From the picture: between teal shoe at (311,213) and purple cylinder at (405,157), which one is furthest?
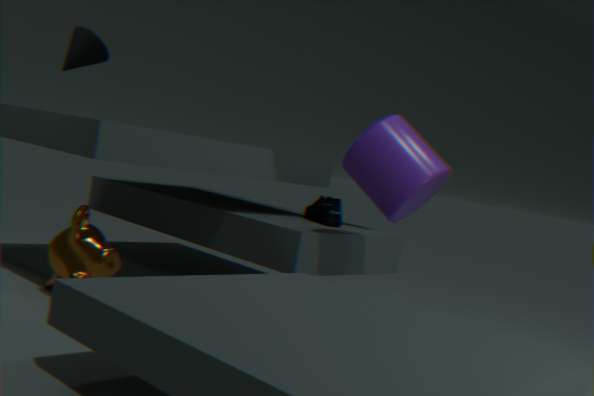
teal shoe at (311,213)
